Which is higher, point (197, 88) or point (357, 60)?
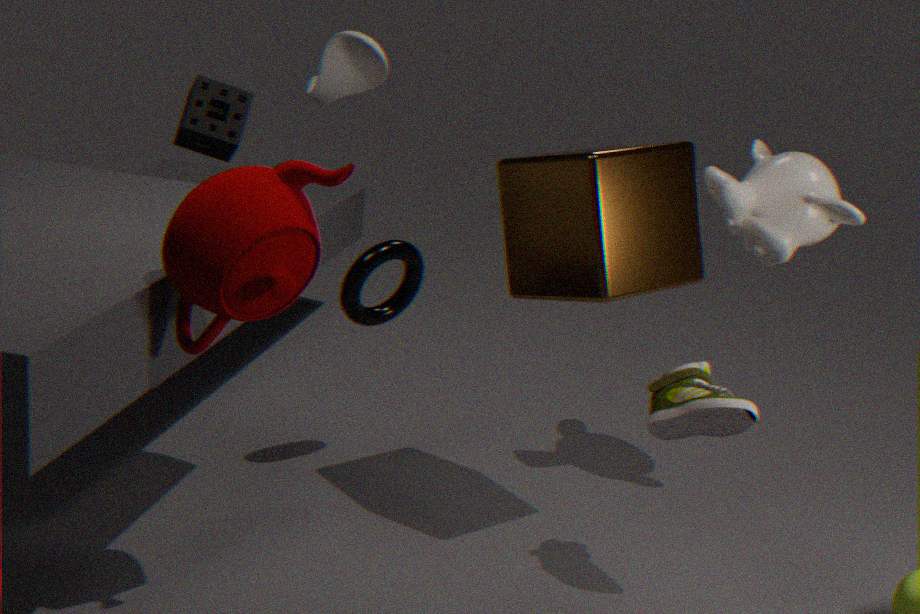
point (357, 60)
